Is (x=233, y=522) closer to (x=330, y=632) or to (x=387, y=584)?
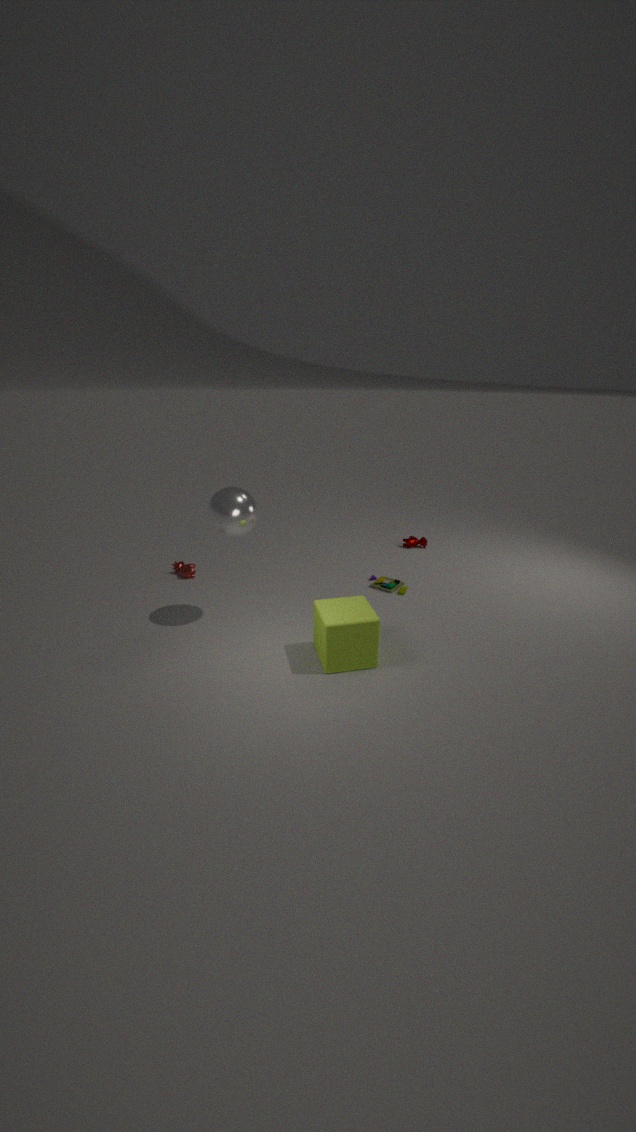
(x=330, y=632)
